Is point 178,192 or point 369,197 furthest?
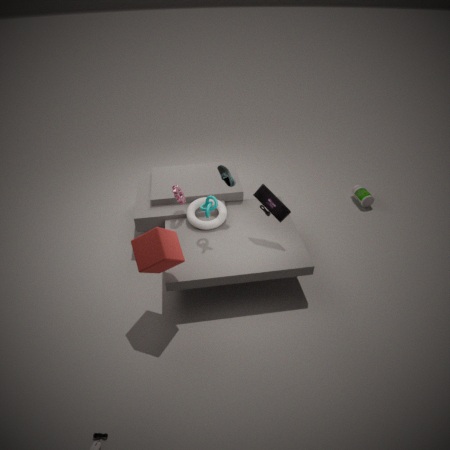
point 369,197
